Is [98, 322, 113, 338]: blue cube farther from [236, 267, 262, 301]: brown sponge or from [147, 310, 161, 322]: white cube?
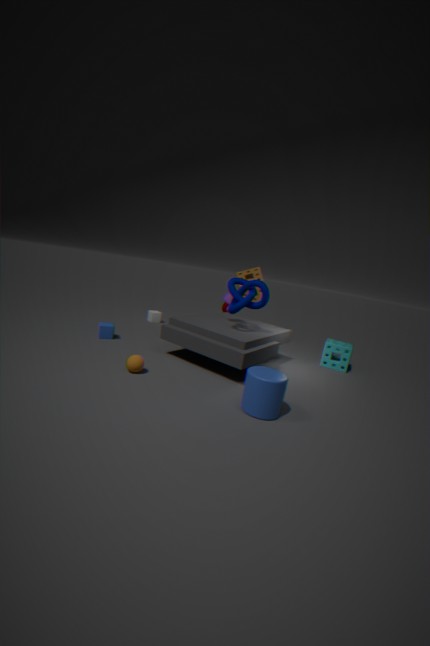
[236, 267, 262, 301]: brown sponge
